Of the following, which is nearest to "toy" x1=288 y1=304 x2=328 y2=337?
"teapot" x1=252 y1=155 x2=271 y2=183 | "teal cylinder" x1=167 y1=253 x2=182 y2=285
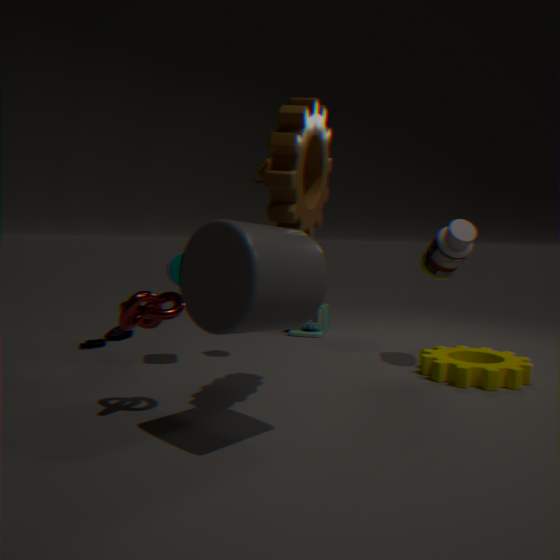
"teal cylinder" x1=167 y1=253 x2=182 y2=285
